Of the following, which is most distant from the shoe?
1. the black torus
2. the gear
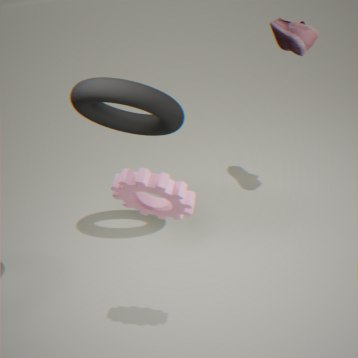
the gear
